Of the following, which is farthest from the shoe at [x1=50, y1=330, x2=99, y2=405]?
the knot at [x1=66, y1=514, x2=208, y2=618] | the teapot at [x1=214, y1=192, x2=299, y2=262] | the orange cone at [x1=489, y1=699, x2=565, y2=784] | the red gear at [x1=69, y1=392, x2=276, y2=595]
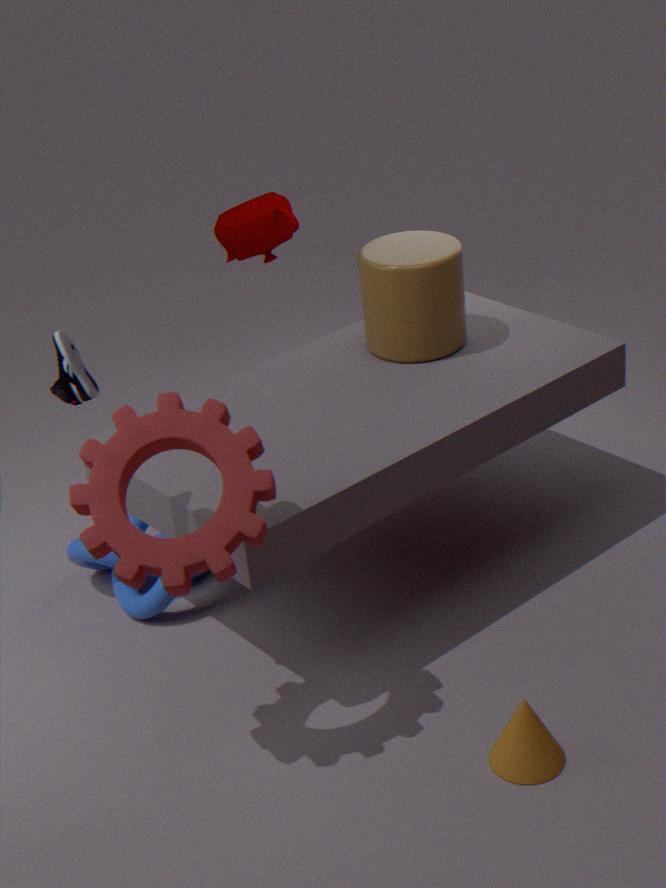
the teapot at [x1=214, y1=192, x2=299, y2=262]
